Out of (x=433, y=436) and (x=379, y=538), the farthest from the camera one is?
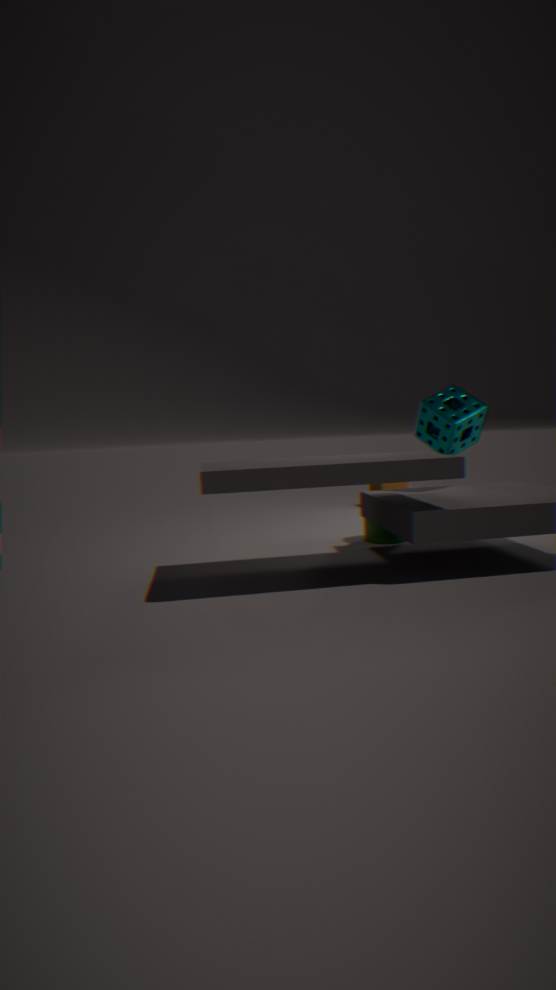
(x=379, y=538)
